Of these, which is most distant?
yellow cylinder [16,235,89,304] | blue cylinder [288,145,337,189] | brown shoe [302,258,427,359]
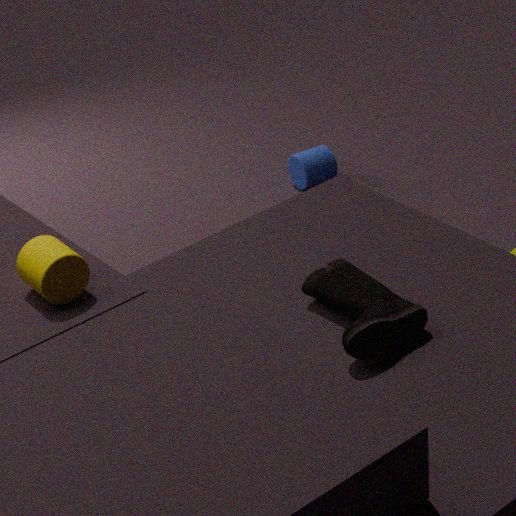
blue cylinder [288,145,337,189]
